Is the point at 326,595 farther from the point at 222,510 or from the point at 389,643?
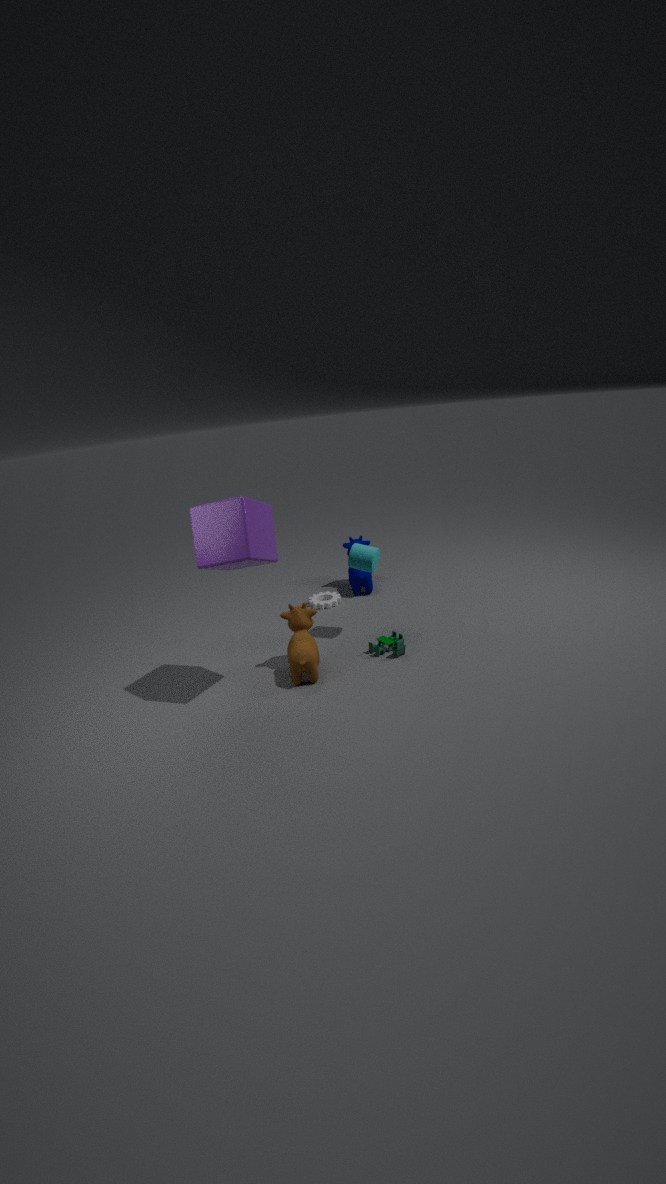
the point at 222,510
